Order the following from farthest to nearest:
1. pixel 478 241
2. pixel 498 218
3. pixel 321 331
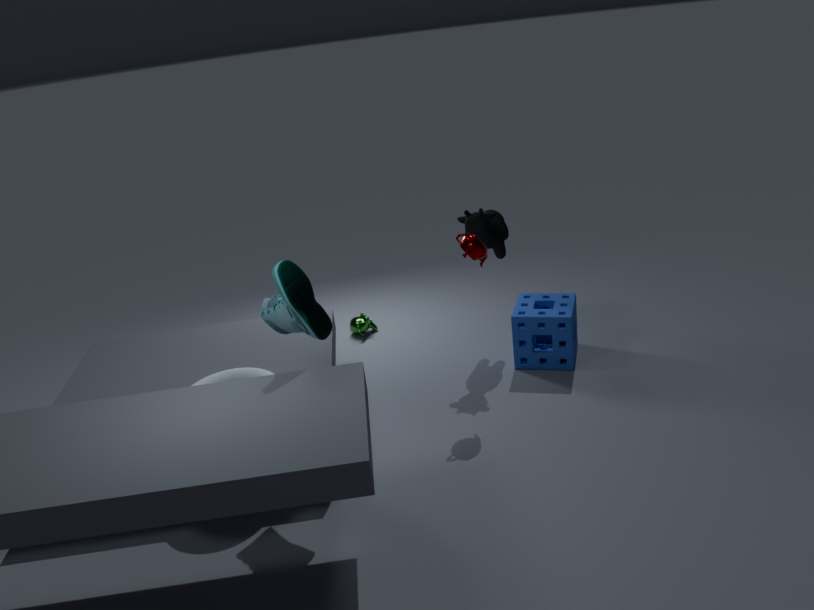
pixel 498 218 → pixel 478 241 → pixel 321 331
